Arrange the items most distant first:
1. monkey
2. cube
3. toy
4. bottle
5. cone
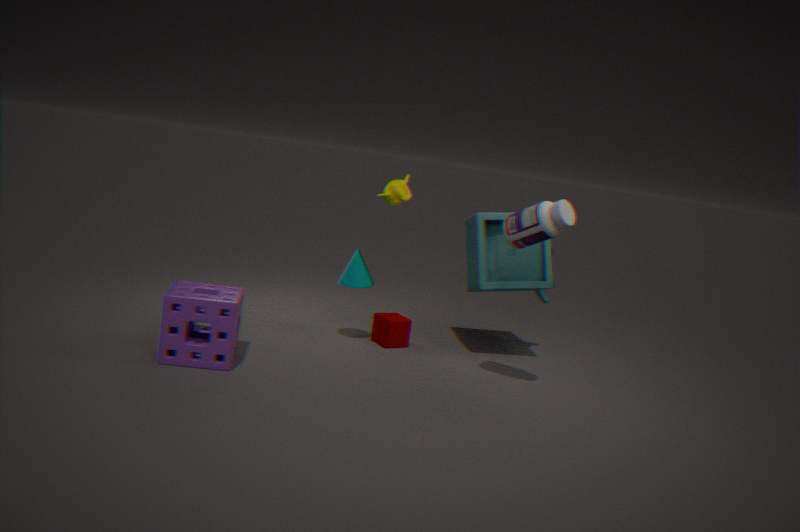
monkey → cube → toy → cone → bottle
